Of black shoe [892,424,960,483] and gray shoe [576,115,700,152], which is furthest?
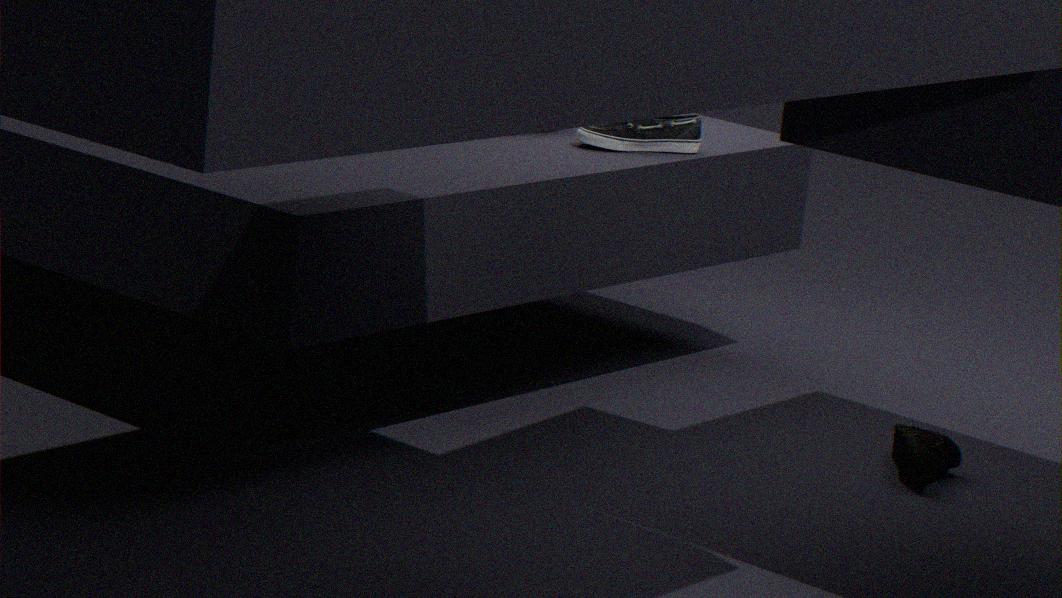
gray shoe [576,115,700,152]
